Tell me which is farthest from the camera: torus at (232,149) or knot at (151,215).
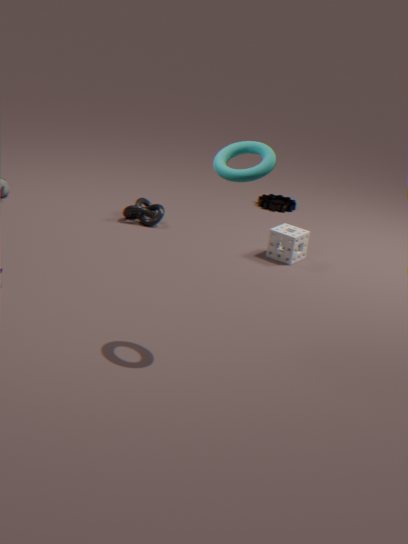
knot at (151,215)
